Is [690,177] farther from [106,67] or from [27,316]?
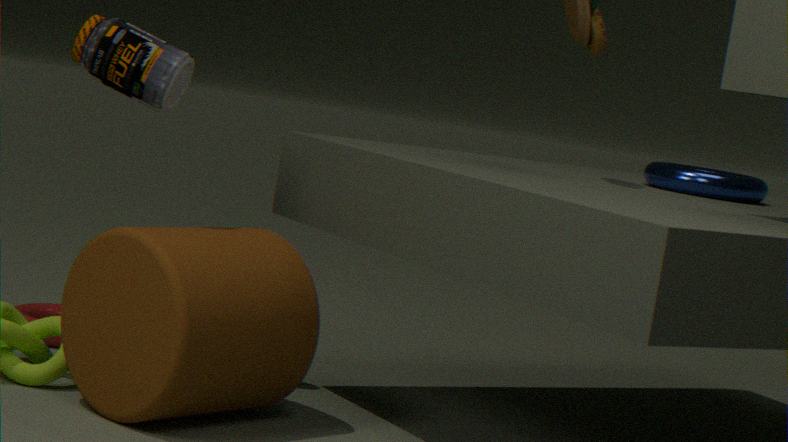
[27,316]
